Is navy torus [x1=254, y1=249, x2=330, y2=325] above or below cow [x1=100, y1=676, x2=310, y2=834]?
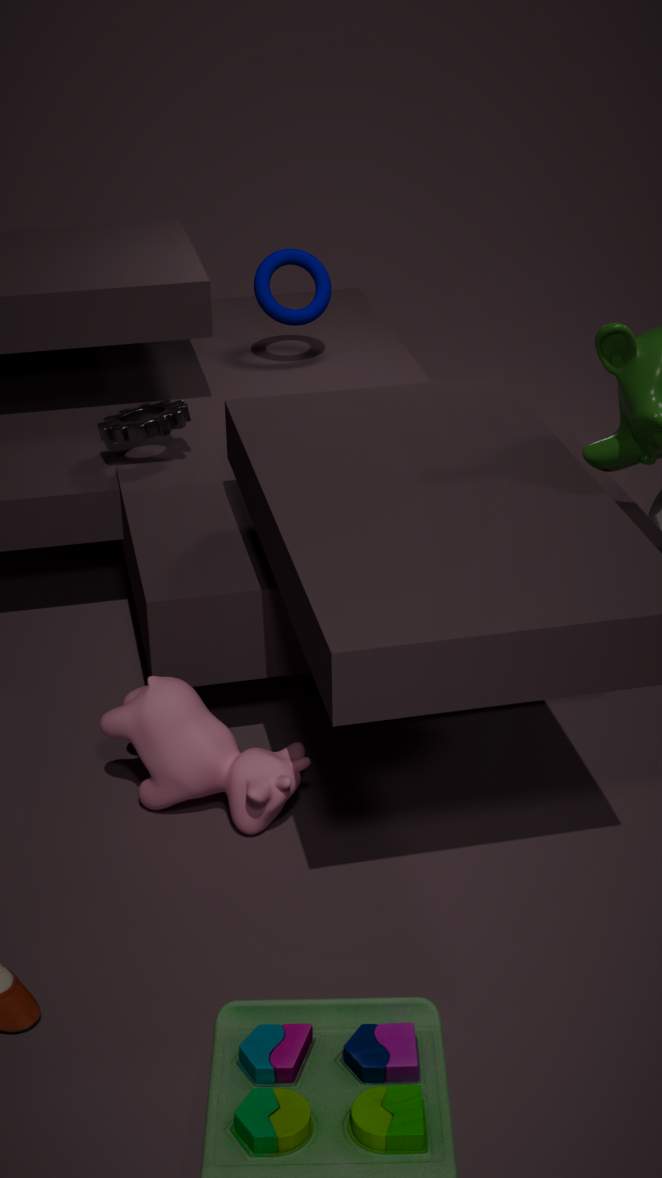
above
